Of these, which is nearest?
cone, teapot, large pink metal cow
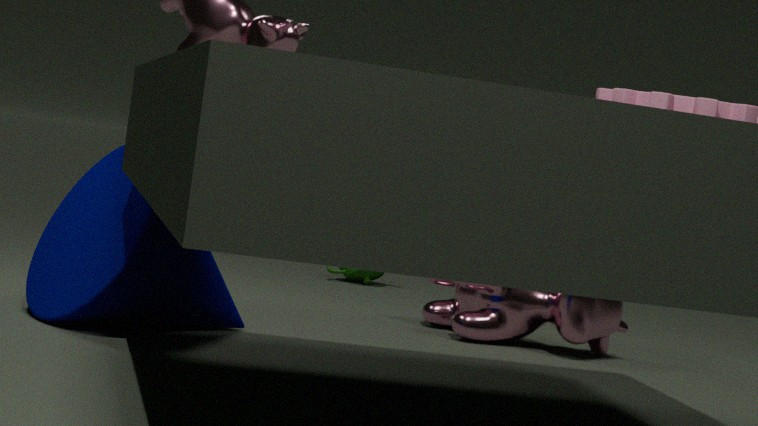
cone
